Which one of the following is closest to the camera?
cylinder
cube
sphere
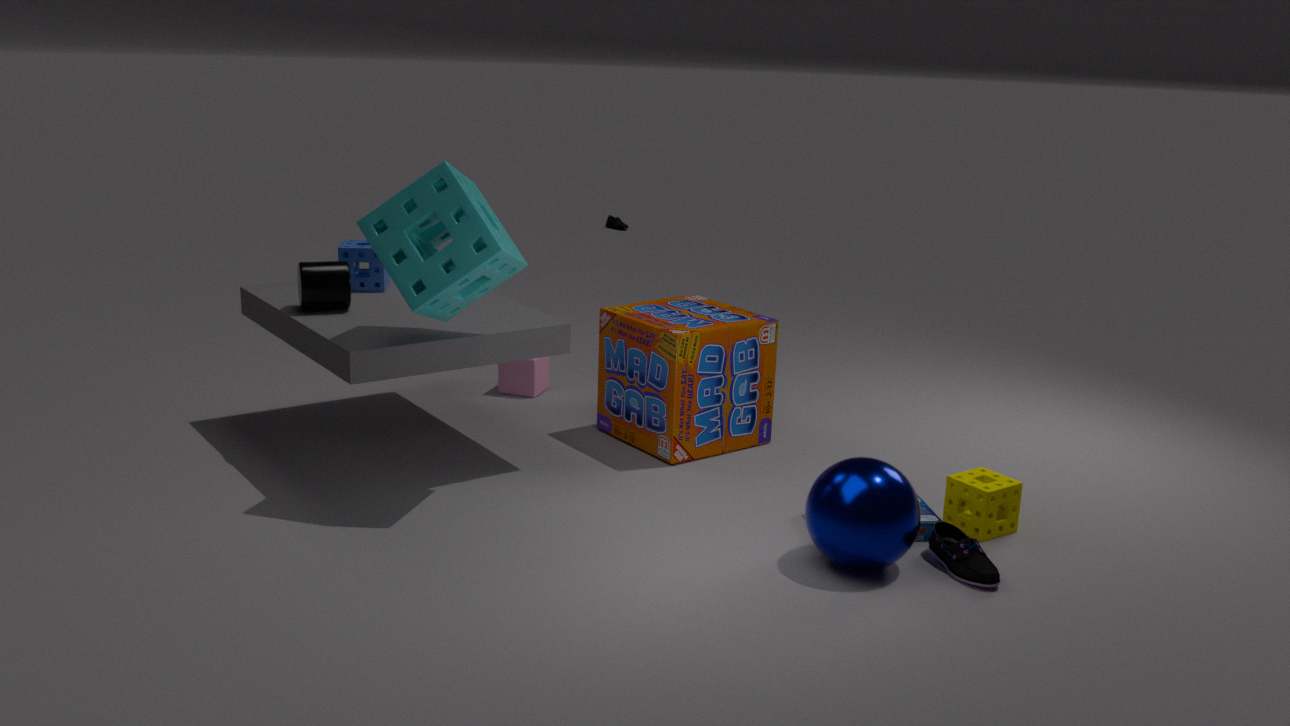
sphere
